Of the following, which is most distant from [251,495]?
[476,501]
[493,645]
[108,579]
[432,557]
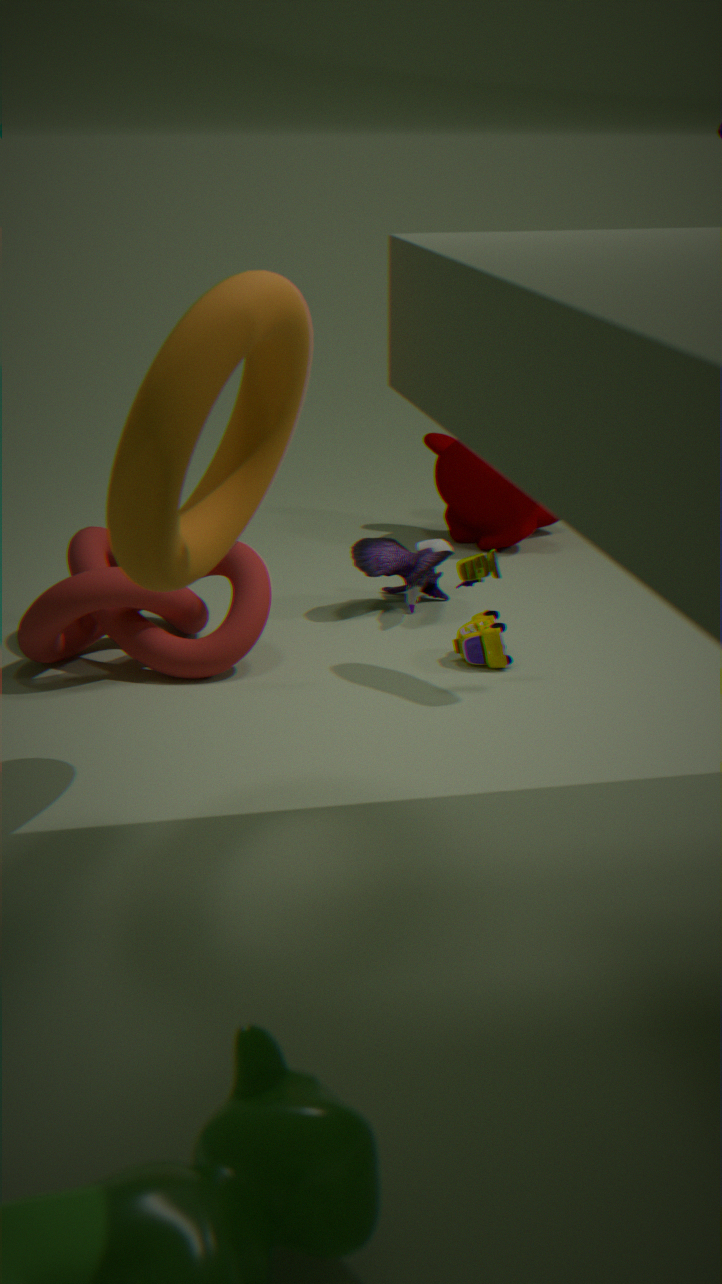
[476,501]
